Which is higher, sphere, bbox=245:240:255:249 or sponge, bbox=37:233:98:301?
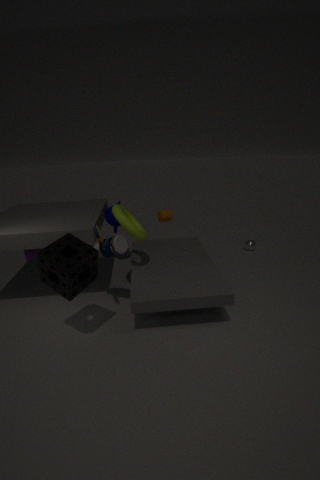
sponge, bbox=37:233:98:301
